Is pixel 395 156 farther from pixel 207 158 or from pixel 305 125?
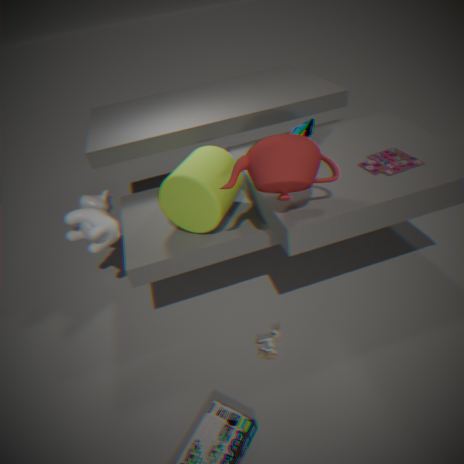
pixel 207 158
